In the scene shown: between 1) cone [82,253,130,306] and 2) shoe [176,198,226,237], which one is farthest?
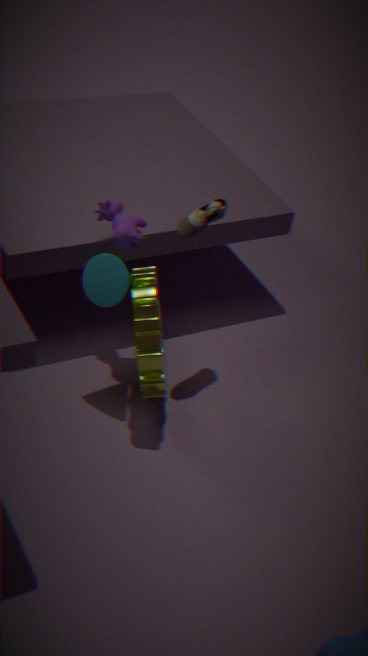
2. shoe [176,198,226,237]
